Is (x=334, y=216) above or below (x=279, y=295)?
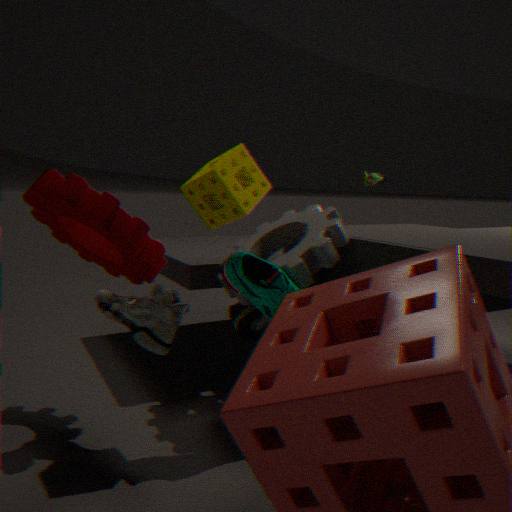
above
